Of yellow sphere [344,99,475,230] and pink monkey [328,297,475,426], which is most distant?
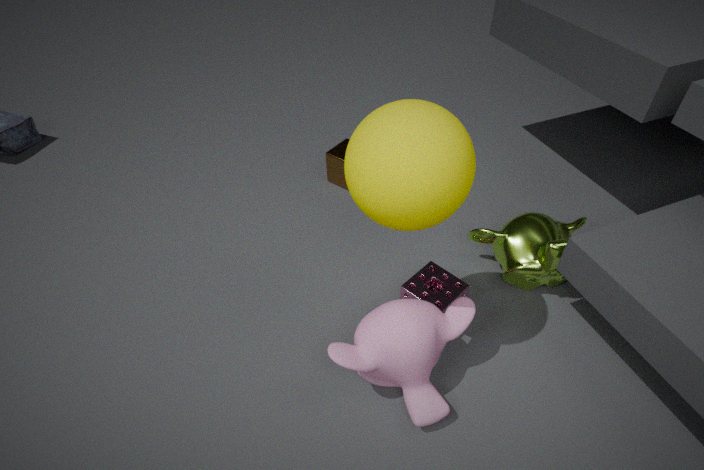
pink monkey [328,297,475,426]
